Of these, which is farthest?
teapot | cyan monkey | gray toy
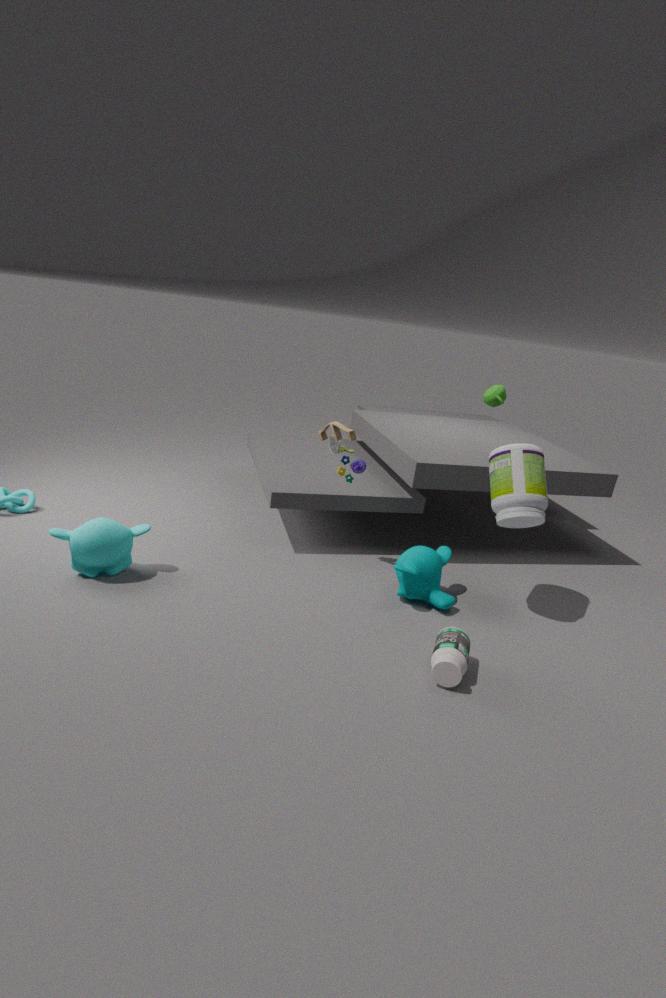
teapot
